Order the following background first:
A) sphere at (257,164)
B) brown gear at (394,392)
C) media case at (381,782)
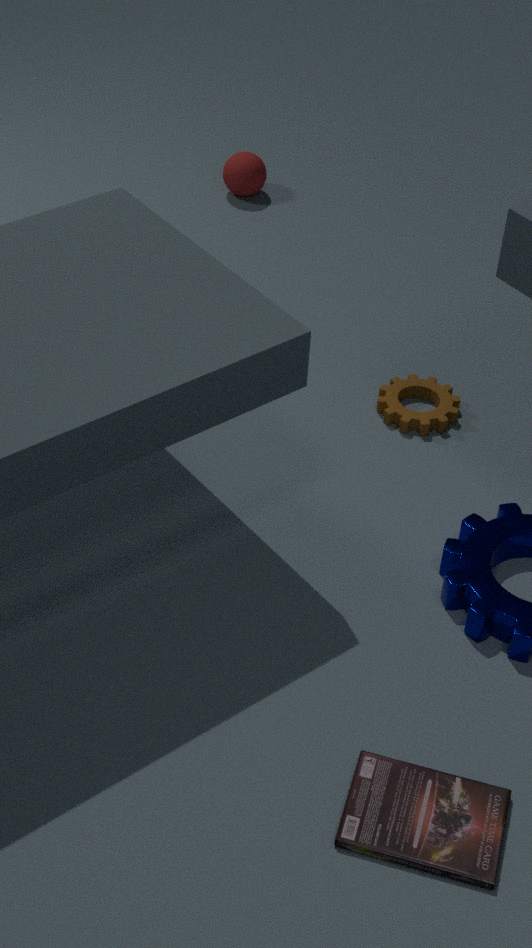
A. sphere at (257,164)
B. brown gear at (394,392)
C. media case at (381,782)
